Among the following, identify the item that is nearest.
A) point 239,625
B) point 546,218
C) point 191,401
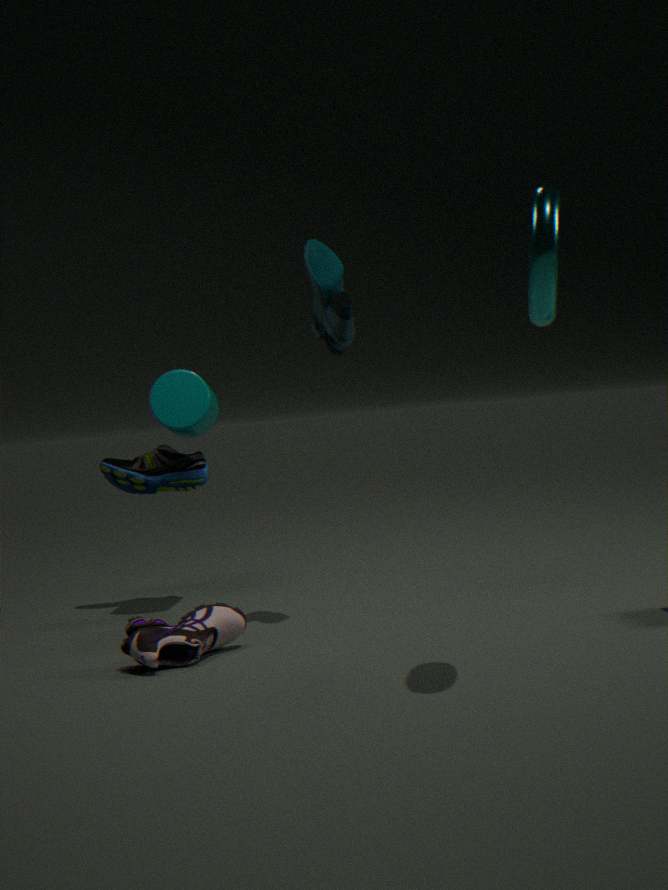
point 546,218
